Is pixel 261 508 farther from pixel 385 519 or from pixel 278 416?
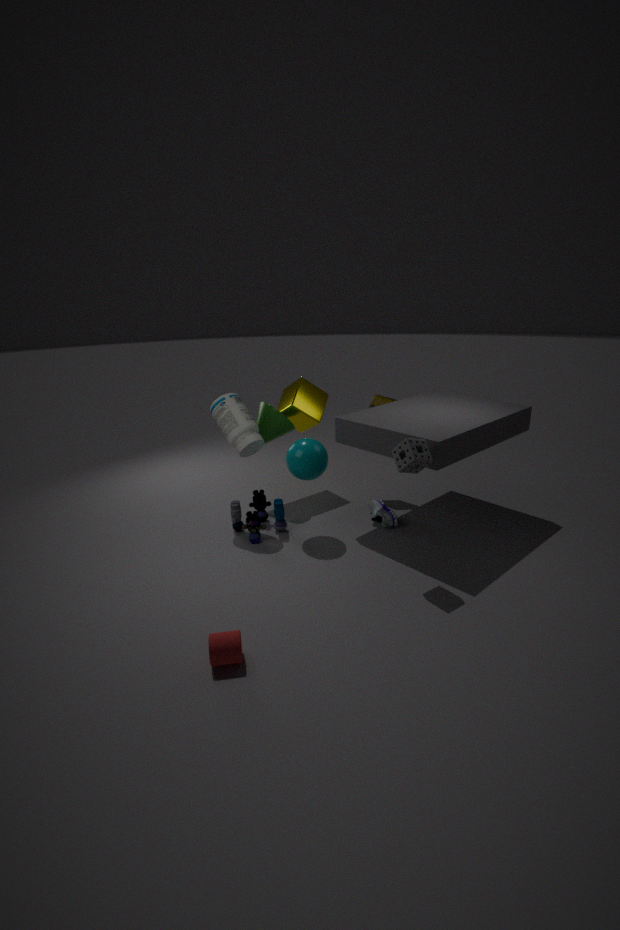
pixel 385 519
